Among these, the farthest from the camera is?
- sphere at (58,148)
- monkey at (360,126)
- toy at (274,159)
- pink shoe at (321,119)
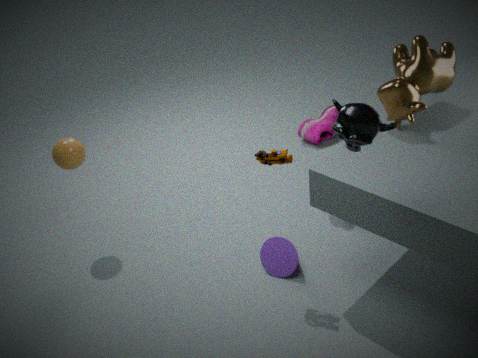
pink shoe at (321,119)
